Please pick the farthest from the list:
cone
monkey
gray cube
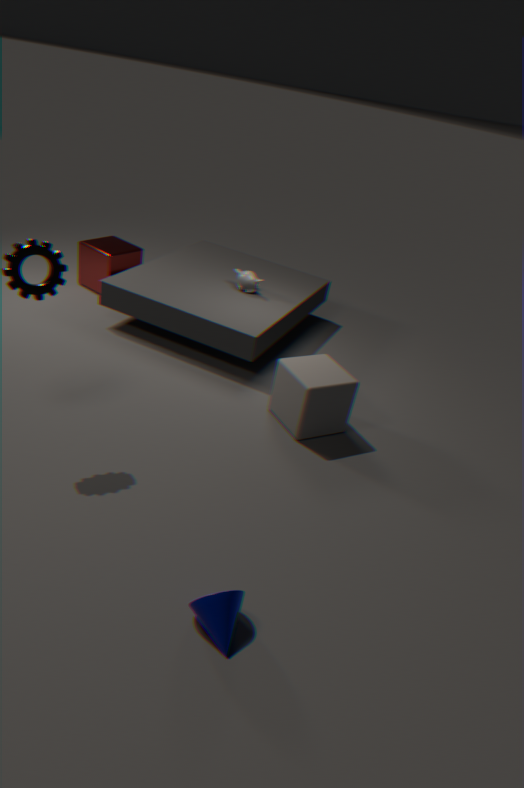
monkey
